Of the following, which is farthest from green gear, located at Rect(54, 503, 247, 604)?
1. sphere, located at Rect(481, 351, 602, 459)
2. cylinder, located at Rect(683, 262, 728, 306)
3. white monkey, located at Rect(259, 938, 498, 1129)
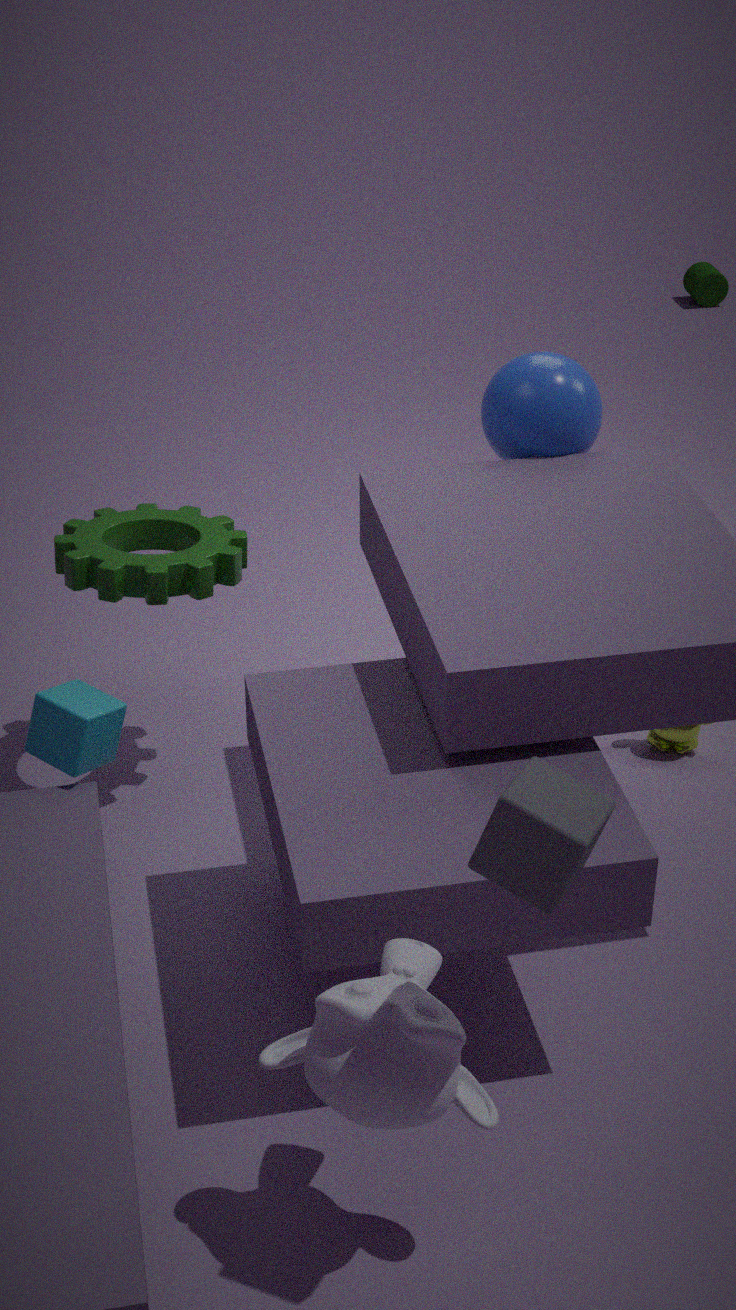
cylinder, located at Rect(683, 262, 728, 306)
